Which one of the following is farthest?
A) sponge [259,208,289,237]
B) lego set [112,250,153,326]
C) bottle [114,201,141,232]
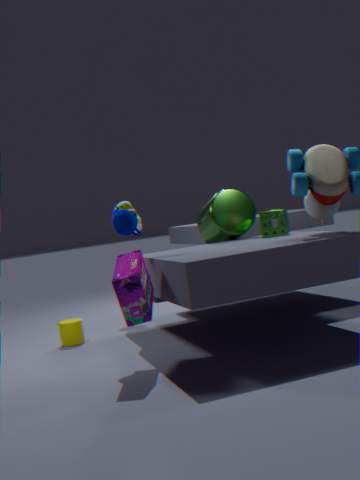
bottle [114,201,141,232]
